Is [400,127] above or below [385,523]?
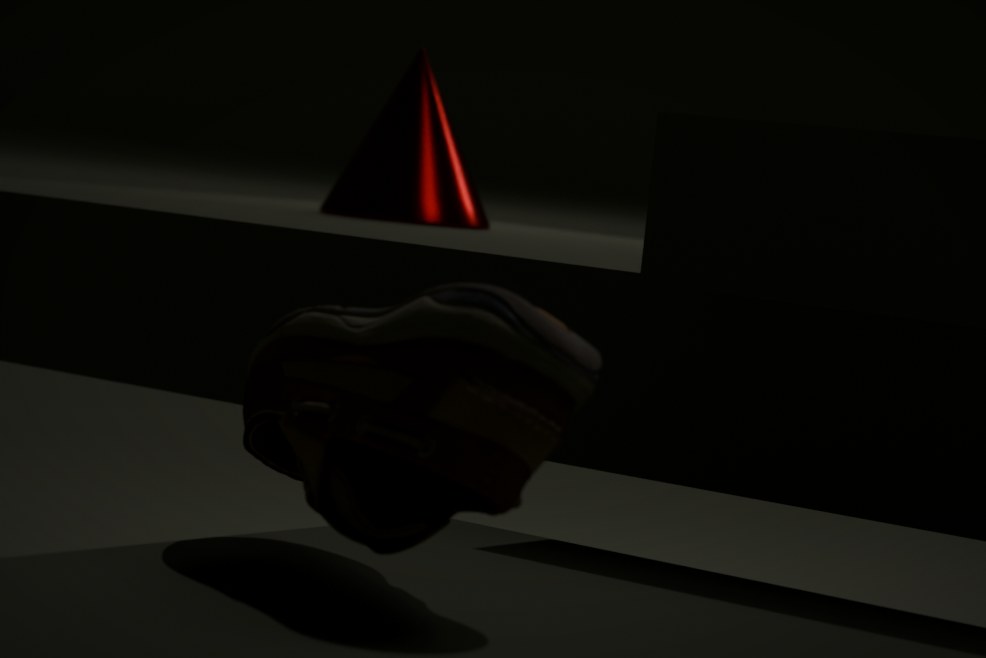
above
